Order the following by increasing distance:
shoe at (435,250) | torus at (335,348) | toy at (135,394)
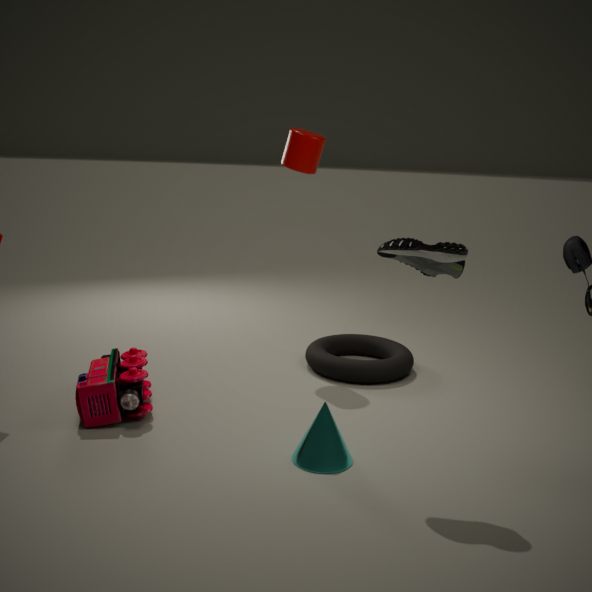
1. shoe at (435,250)
2. toy at (135,394)
3. torus at (335,348)
